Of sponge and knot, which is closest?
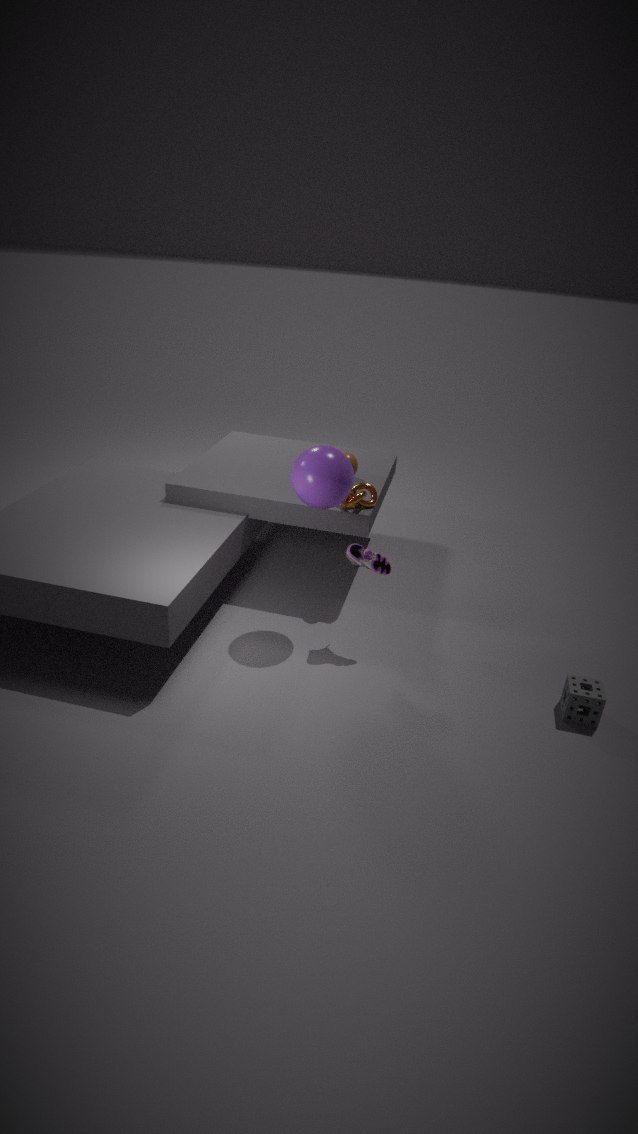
sponge
